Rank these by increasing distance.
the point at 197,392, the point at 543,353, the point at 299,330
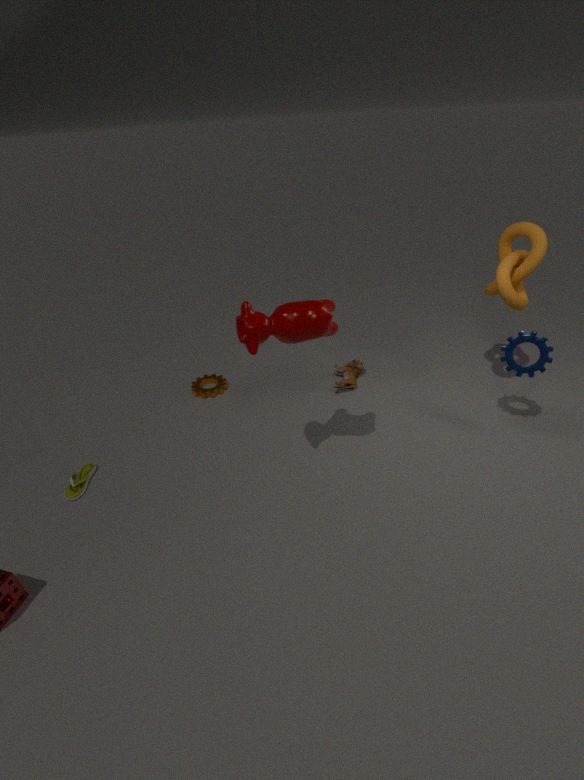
the point at 299,330, the point at 543,353, the point at 197,392
